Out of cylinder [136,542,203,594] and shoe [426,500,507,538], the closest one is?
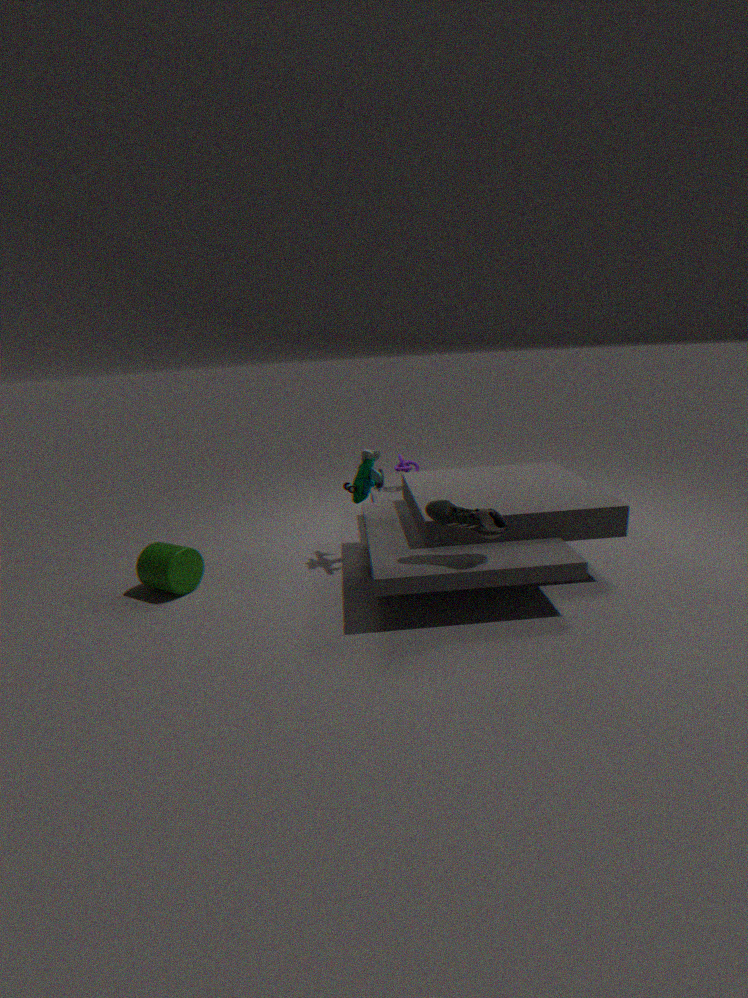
shoe [426,500,507,538]
